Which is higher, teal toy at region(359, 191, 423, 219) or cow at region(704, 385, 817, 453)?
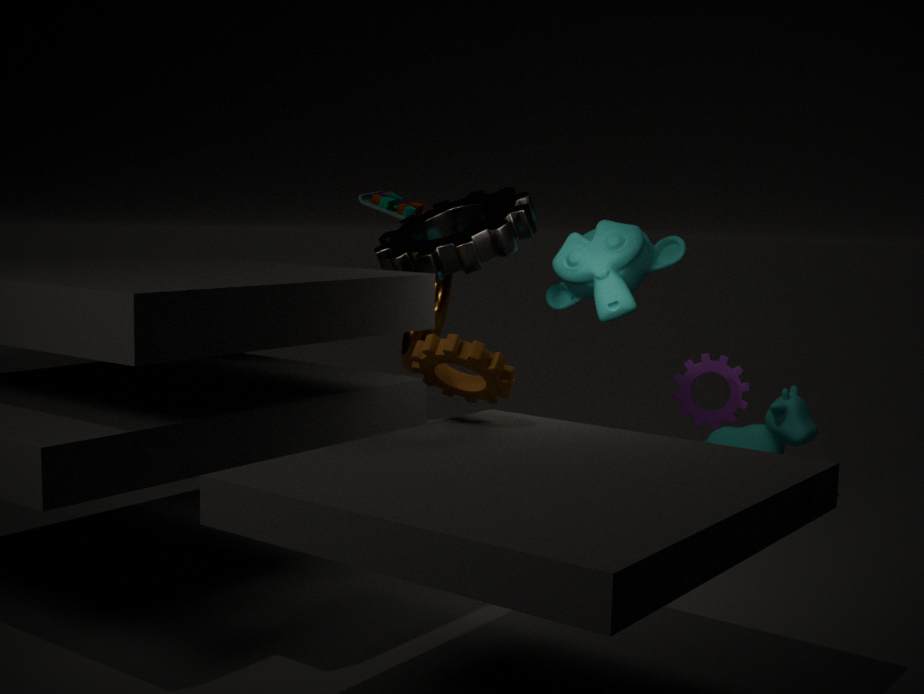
teal toy at region(359, 191, 423, 219)
